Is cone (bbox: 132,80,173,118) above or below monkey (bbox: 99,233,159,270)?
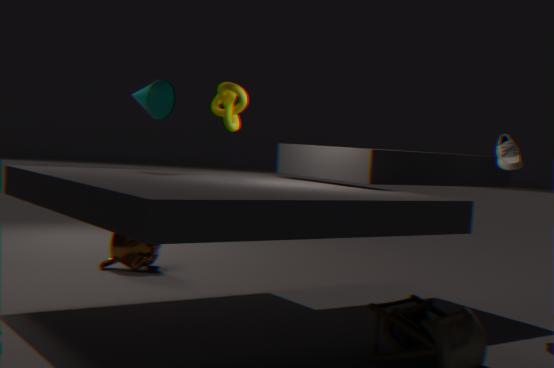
above
